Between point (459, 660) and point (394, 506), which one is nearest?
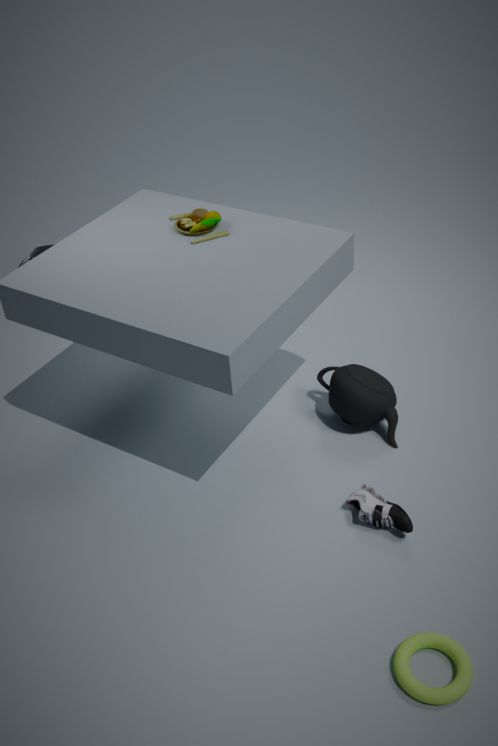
point (459, 660)
